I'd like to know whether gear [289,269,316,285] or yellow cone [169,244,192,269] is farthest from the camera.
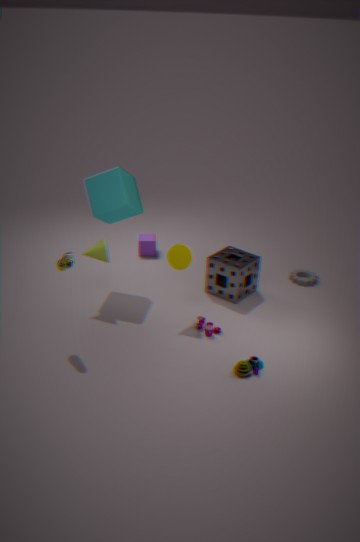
gear [289,269,316,285]
